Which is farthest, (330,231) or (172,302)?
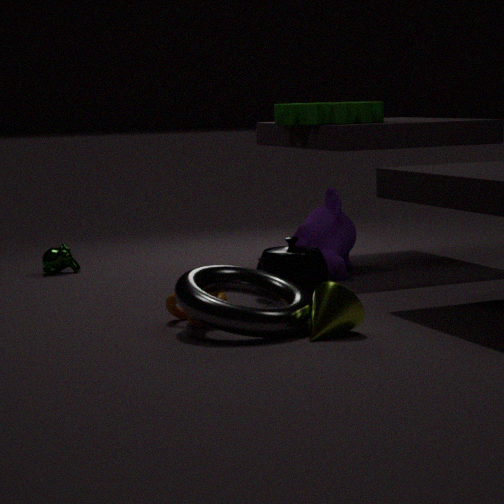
(330,231)
